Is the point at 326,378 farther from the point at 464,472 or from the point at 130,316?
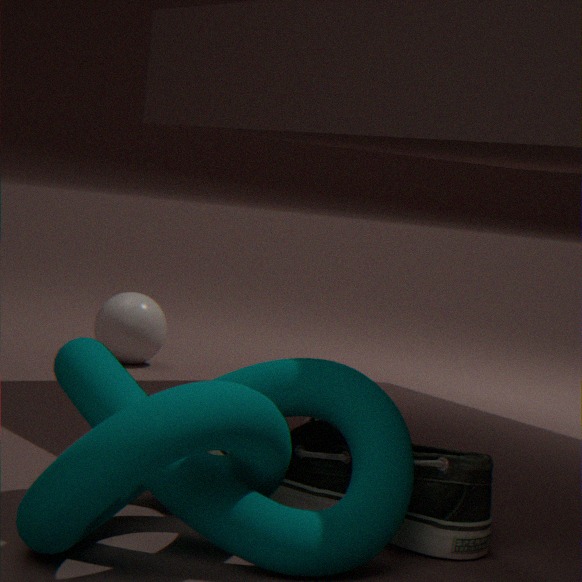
the point at 130,316
